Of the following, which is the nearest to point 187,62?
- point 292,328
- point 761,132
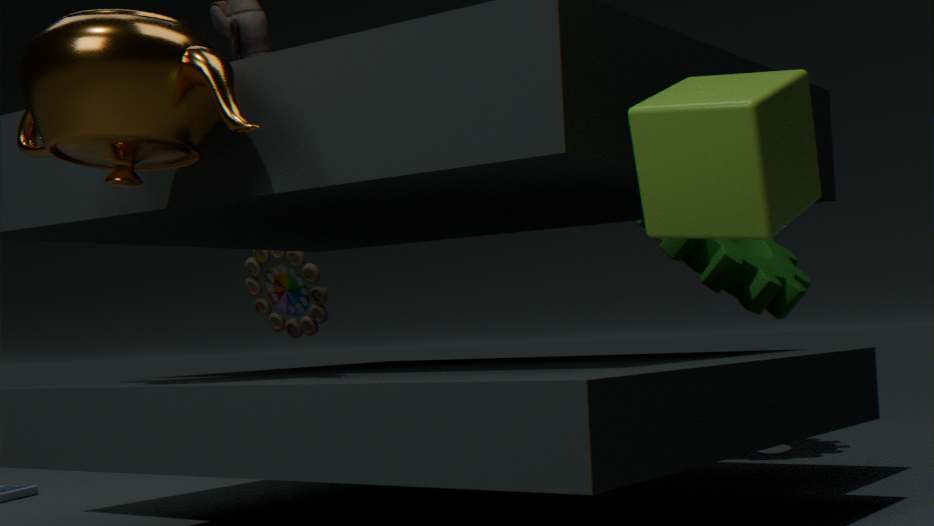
point 761,132
